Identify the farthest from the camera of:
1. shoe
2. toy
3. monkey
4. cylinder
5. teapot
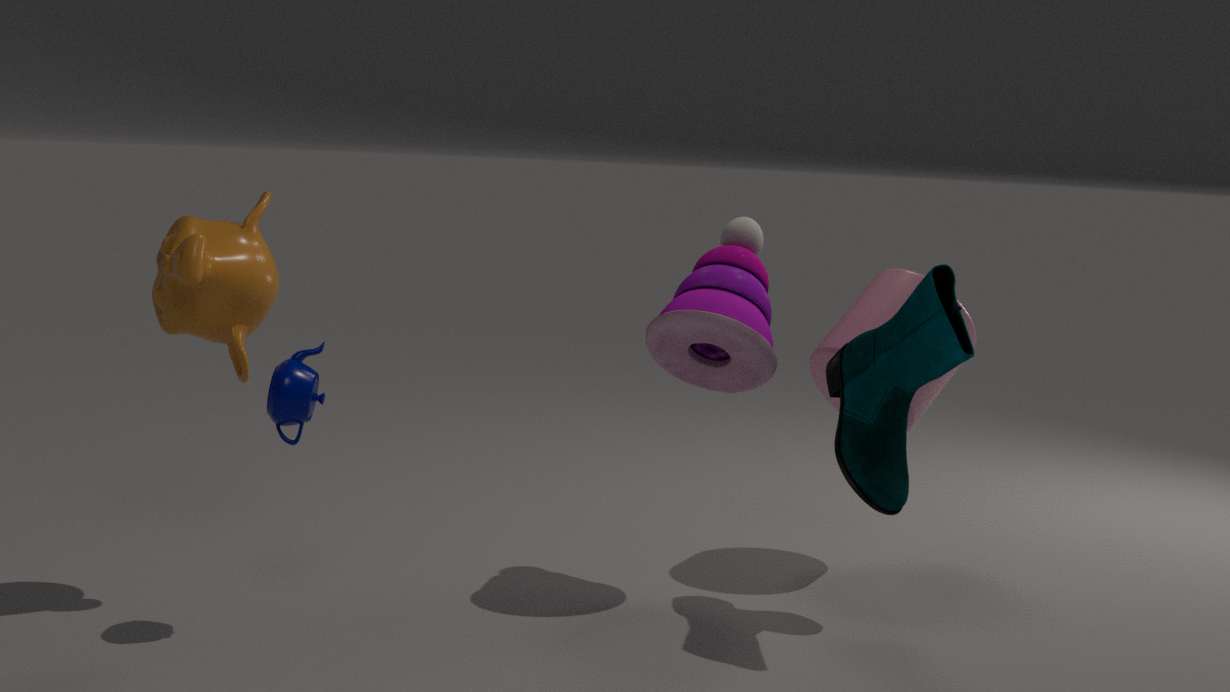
cylinder
